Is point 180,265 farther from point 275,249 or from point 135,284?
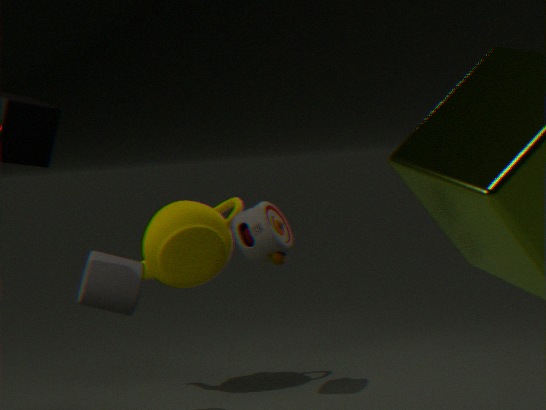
point 135,284
